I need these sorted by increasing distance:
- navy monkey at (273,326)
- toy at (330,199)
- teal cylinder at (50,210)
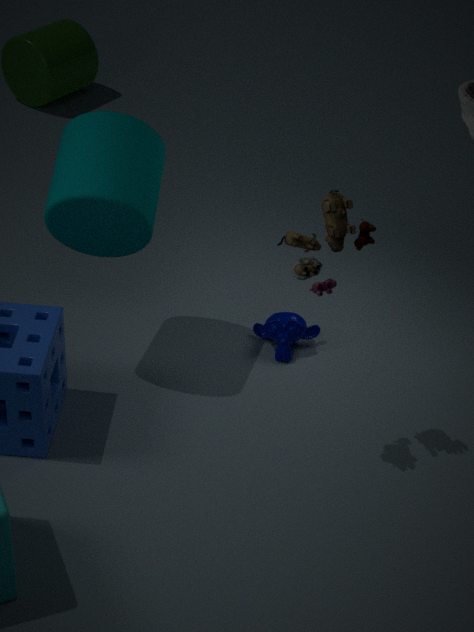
toy at (330,199)
teal cylinder at (50,210)
navy monkey at (273,326)
